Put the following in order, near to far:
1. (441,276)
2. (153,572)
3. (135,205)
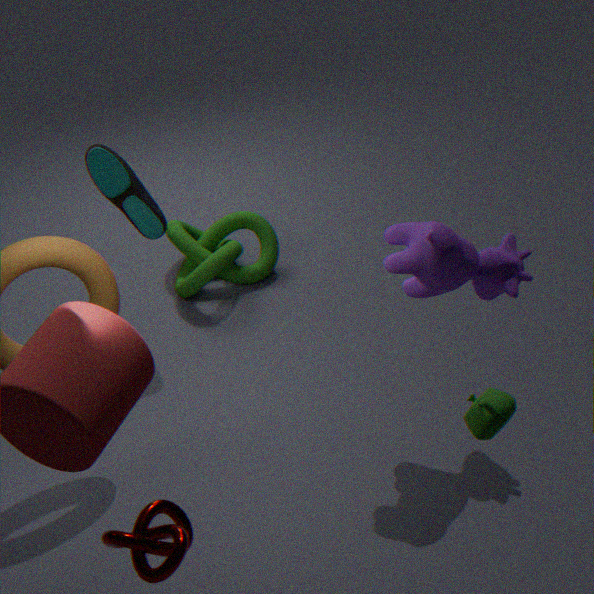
(153,572), (441,276), (135,205)
